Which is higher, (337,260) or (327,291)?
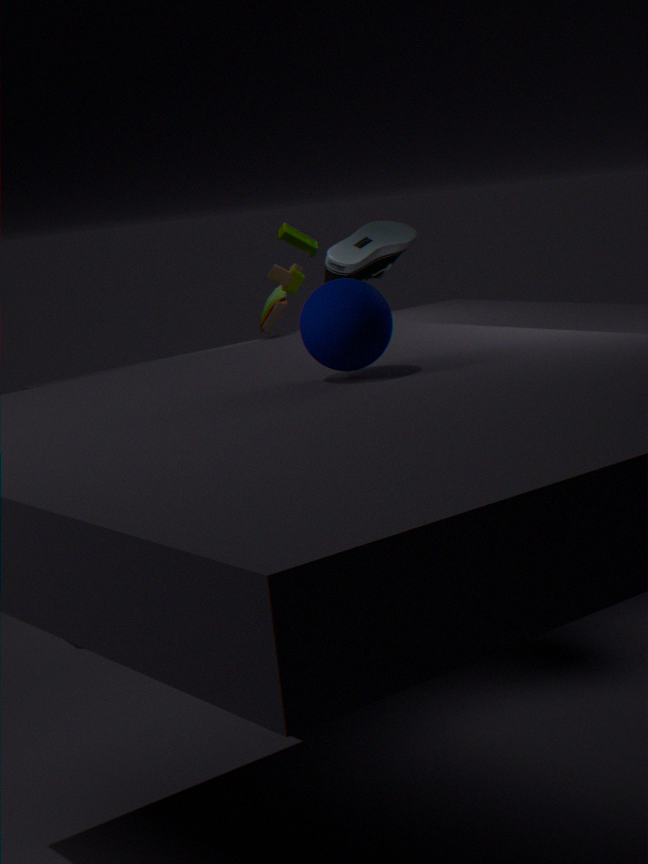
(327,291)
